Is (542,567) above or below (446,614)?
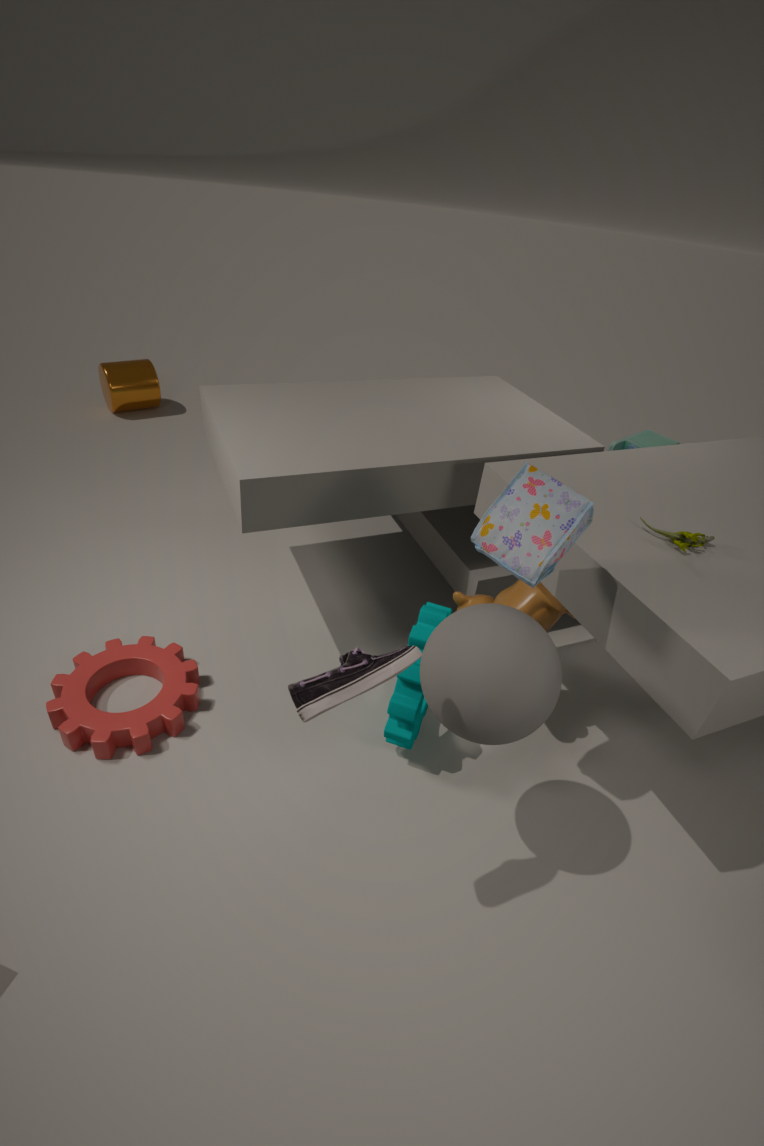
above
